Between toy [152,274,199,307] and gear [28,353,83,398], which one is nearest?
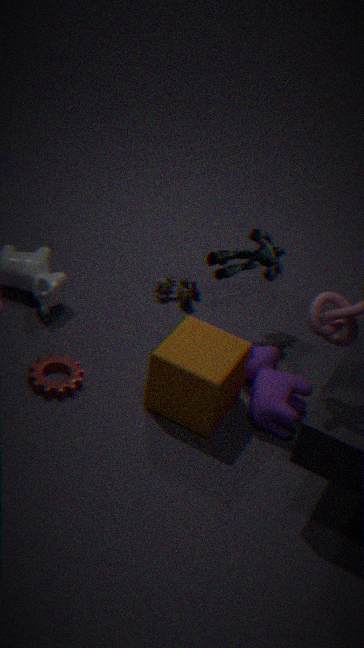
gear [28,353,83,398]
